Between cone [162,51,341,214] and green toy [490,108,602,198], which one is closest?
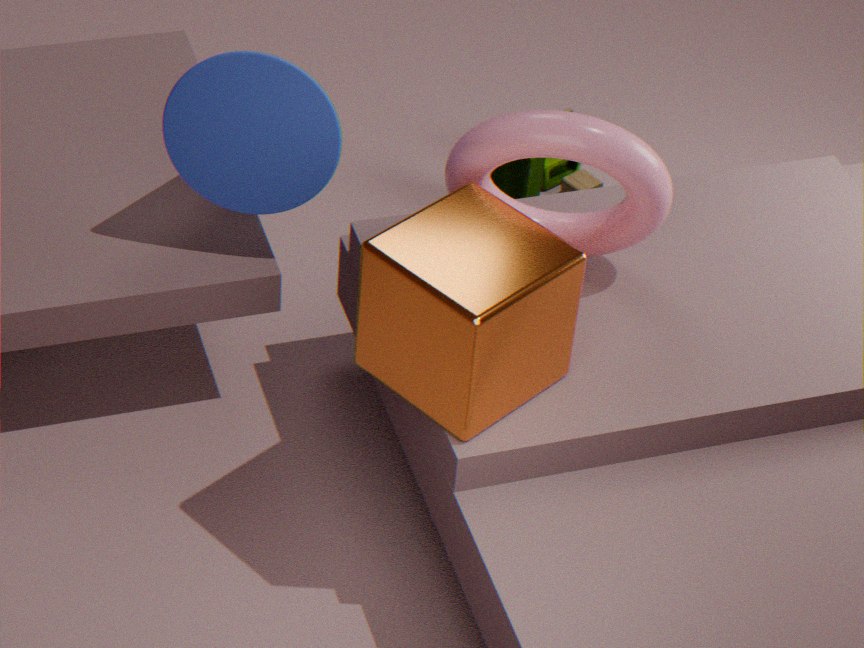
cone [162,51,341,214]
